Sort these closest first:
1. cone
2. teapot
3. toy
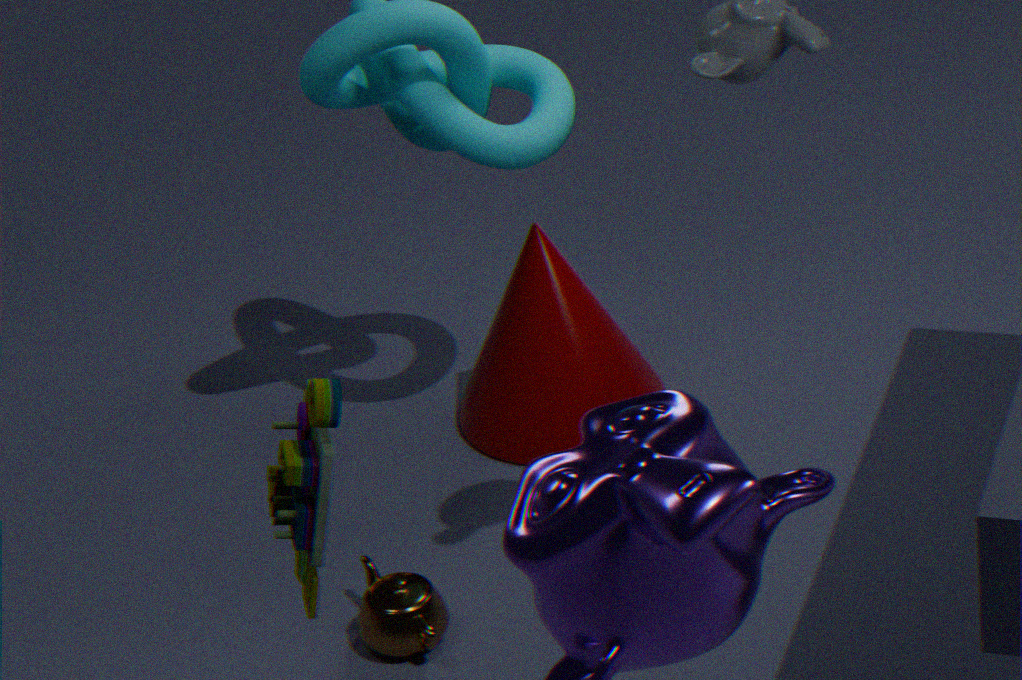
toy → teapot → cone
